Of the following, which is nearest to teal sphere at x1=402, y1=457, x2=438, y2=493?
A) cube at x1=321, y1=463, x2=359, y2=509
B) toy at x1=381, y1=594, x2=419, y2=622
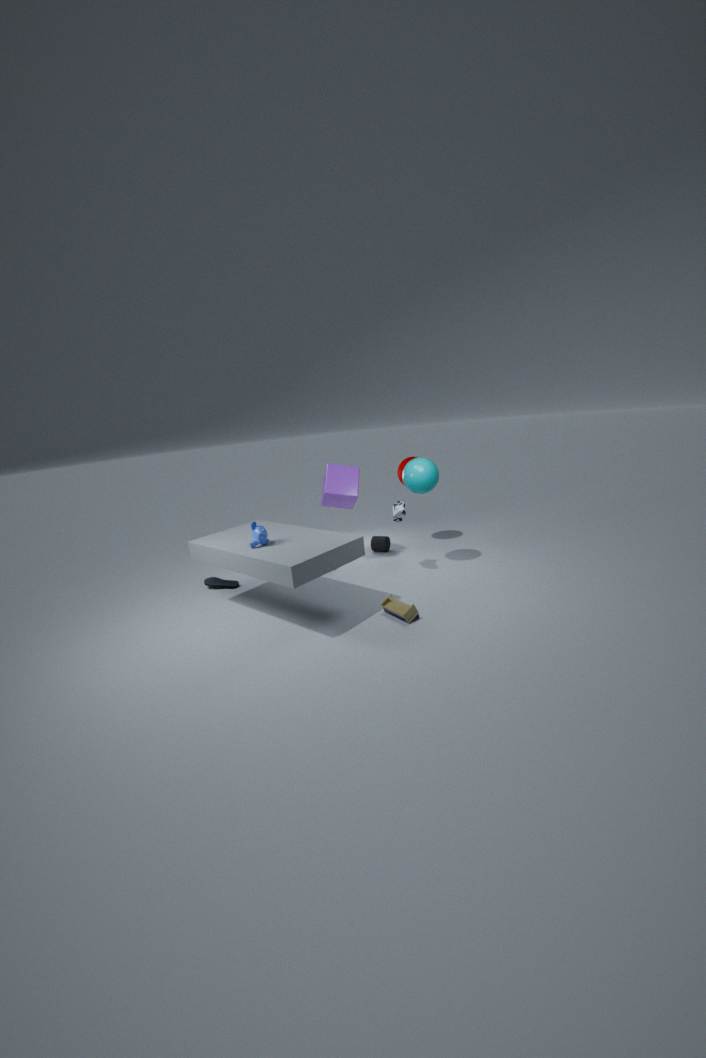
cube at x1=321, y1=463, x2=359, y2=509
